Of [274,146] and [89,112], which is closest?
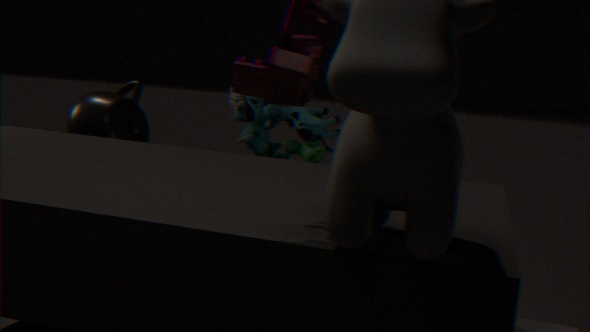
[89,112]
